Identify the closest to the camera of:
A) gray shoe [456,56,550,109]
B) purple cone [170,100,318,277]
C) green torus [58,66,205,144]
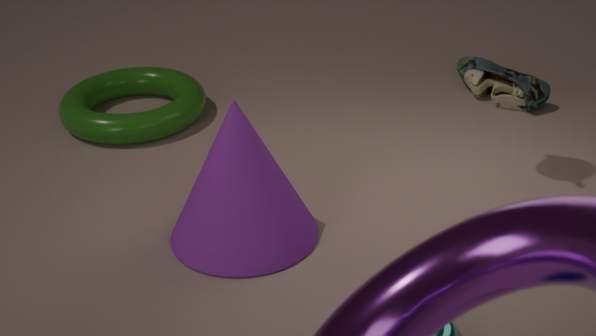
purple cone [170,100,318,277]
